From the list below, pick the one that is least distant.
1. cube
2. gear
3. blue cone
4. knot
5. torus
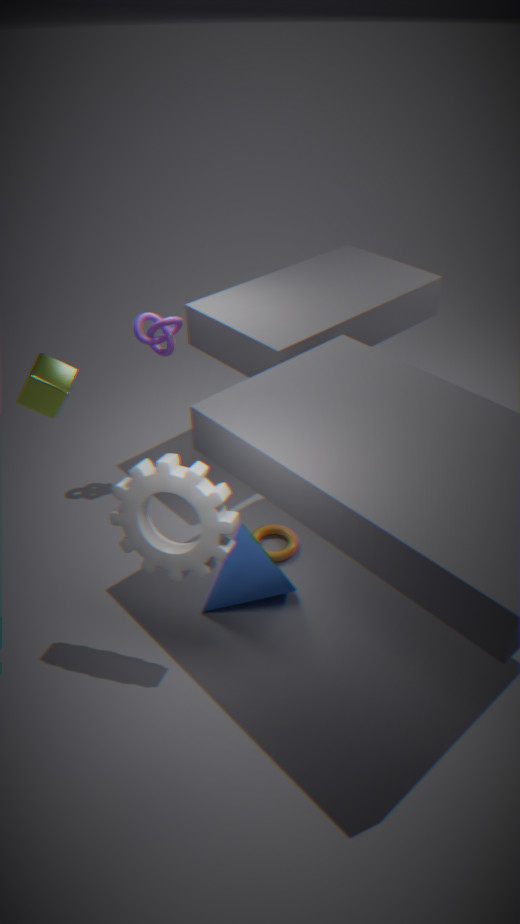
gear
